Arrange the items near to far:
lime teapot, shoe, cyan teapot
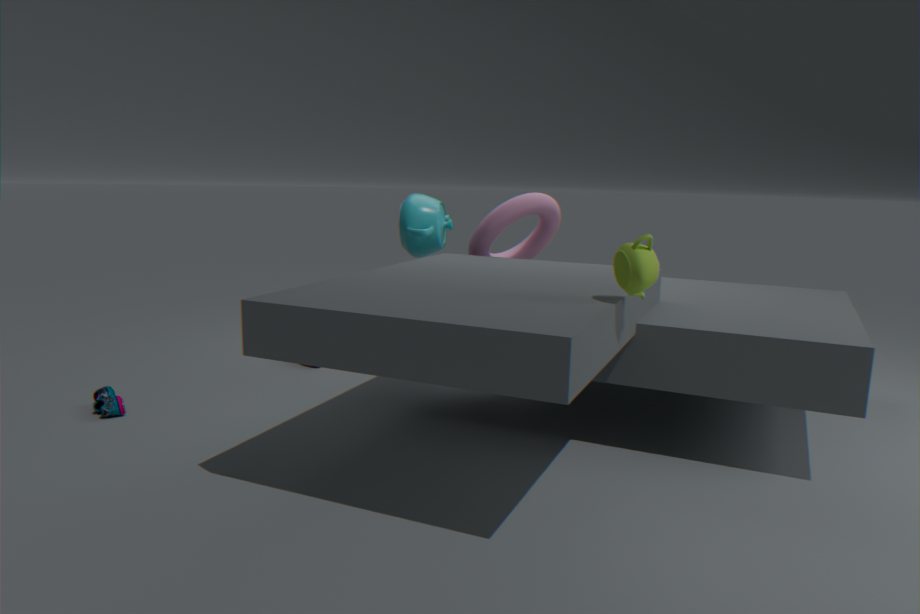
lime teapot
shoe
cyan teapot
